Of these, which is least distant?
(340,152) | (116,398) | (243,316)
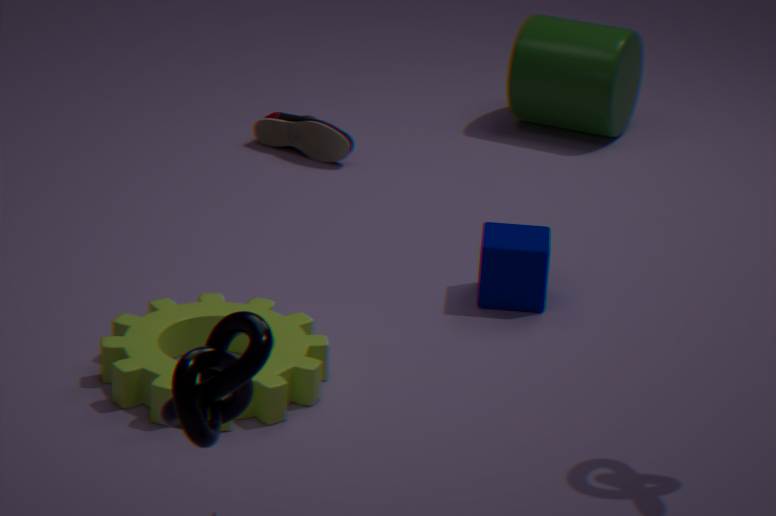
(243,316)
